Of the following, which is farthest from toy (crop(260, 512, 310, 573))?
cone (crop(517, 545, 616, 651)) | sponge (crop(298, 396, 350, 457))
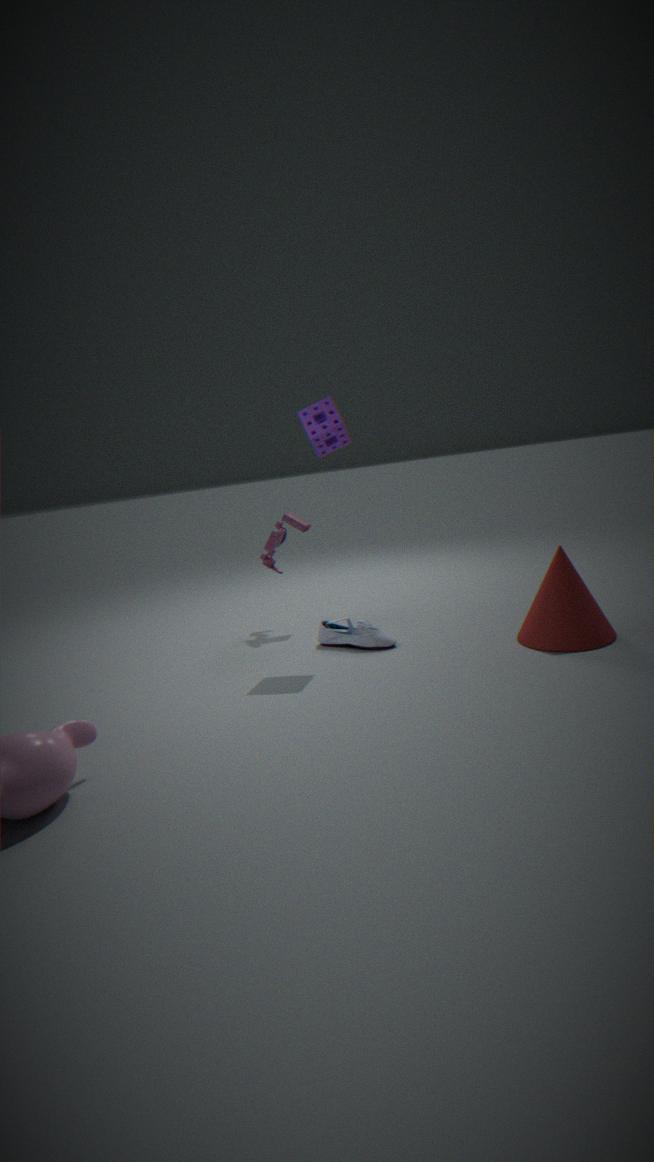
cone (crop(517, 545, 616, 651))
